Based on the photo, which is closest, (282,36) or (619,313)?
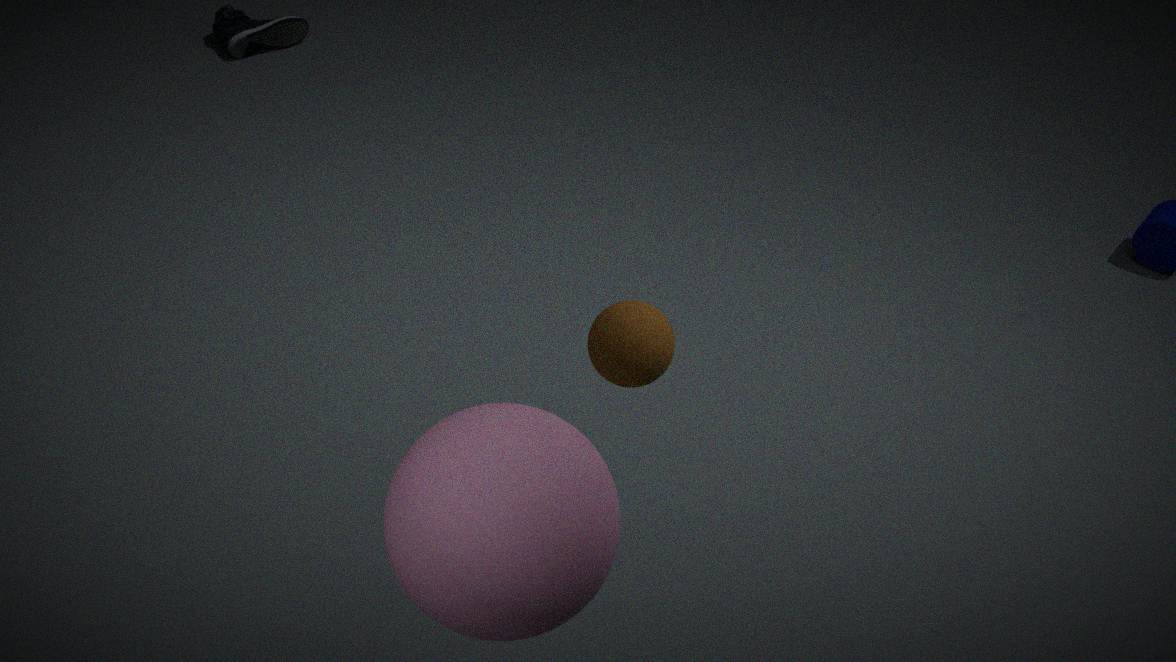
(619,313)
